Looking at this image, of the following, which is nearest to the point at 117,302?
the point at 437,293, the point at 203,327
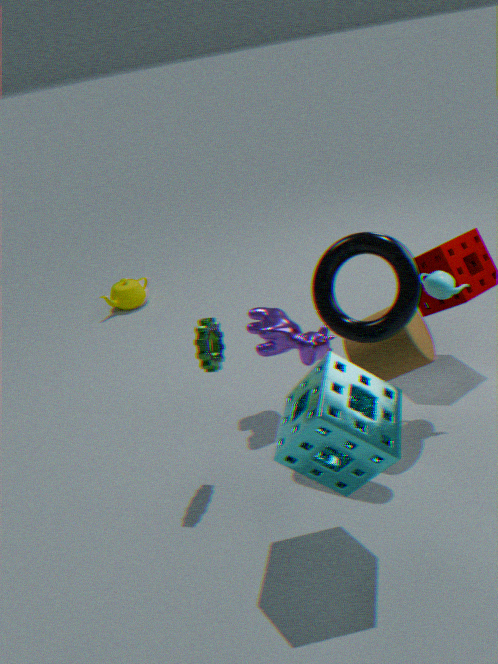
the point at 203,327
